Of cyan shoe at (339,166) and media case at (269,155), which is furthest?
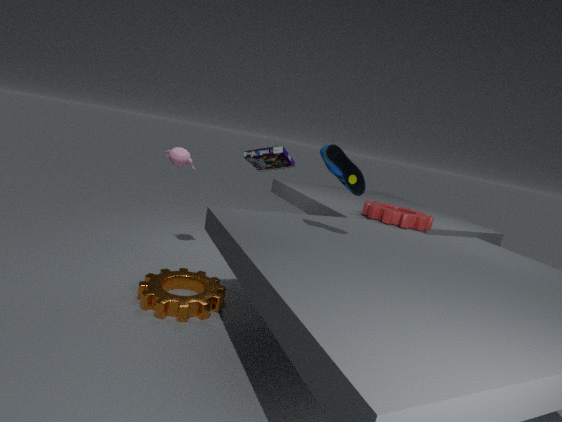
media case at (269,155)
